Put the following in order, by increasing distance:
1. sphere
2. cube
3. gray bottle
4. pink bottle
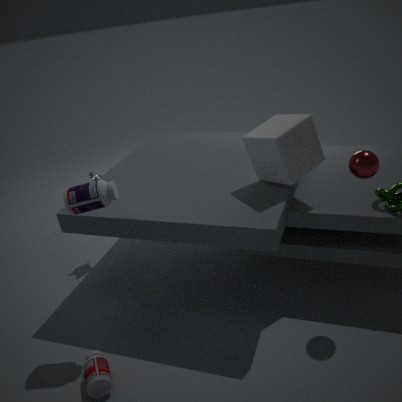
pink bottle → sphere → gray bottle → cube
